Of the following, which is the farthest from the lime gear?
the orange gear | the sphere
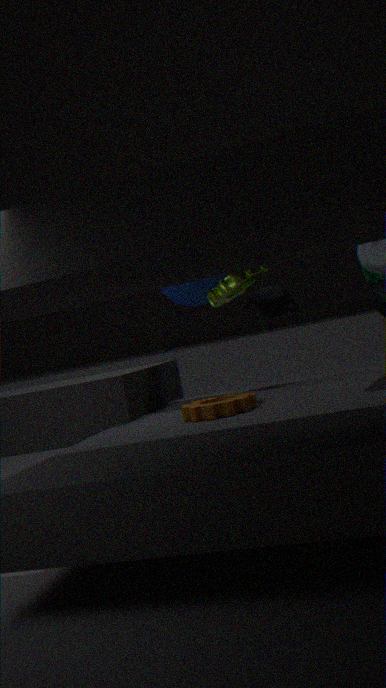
the orange gear
